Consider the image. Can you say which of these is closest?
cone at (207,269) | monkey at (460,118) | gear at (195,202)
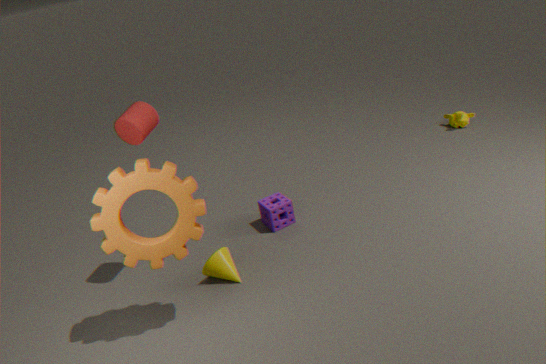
gear at (195,202)
